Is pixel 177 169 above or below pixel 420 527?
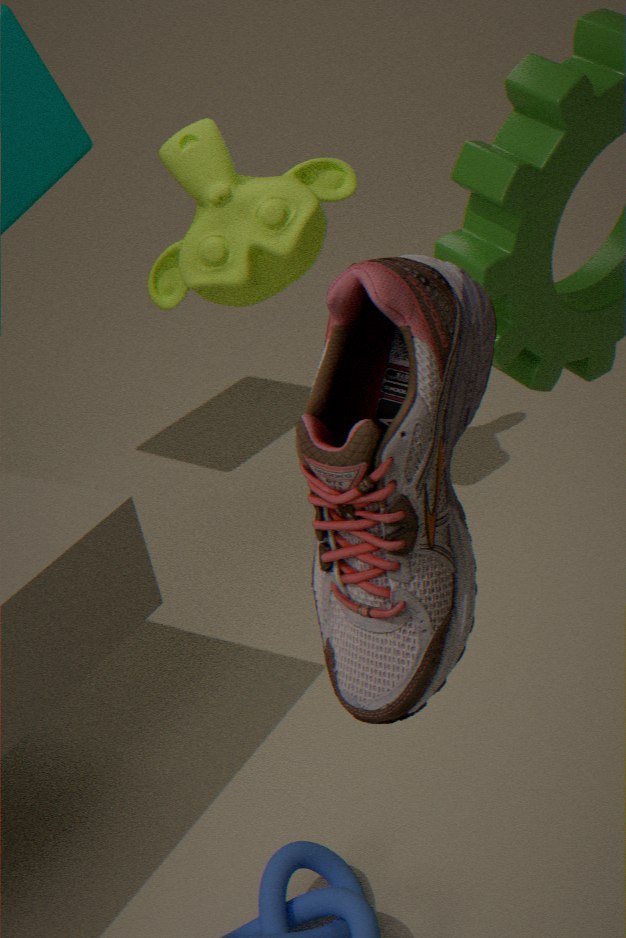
below
